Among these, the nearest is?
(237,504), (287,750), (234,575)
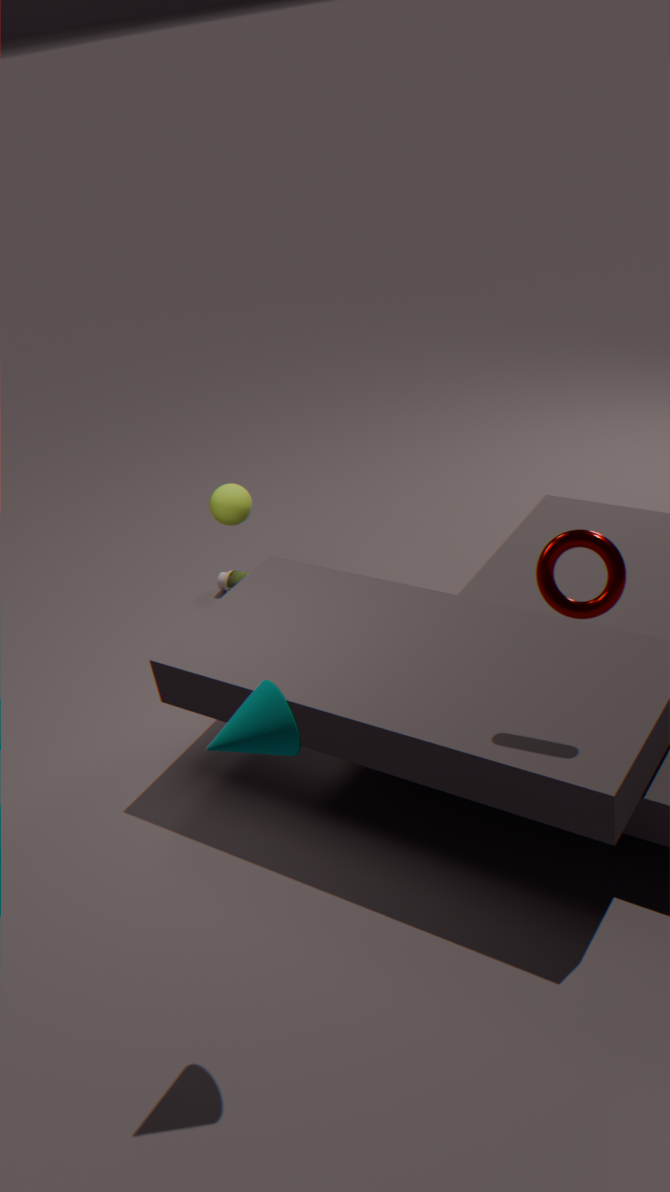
(287,750)
